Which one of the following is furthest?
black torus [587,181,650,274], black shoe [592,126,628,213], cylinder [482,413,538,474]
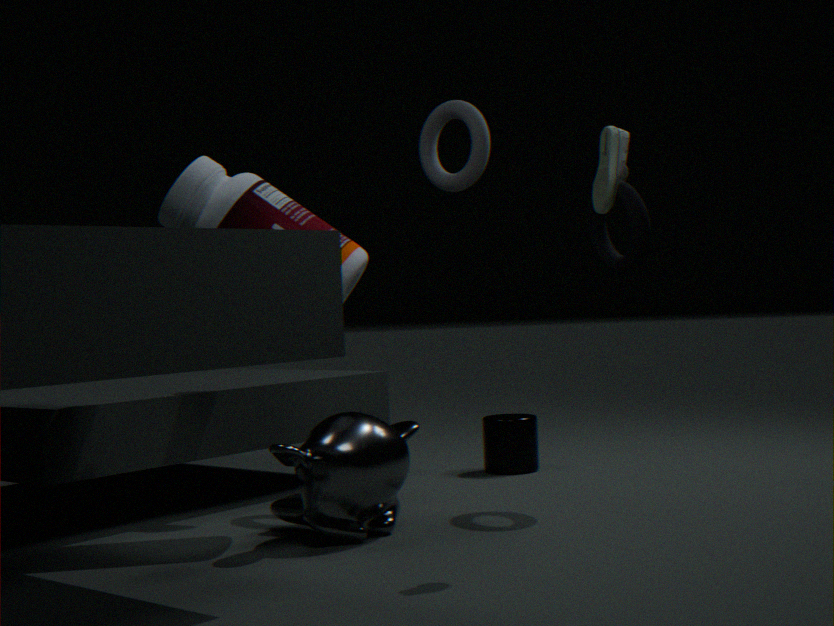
cylinder [482,413,538,474]
